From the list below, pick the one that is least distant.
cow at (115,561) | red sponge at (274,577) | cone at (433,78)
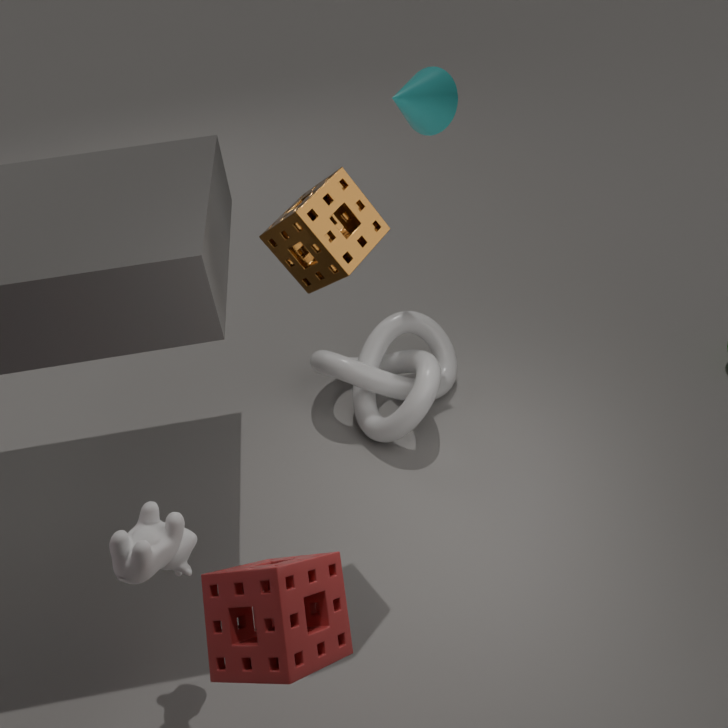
red sponge at (274,577)
